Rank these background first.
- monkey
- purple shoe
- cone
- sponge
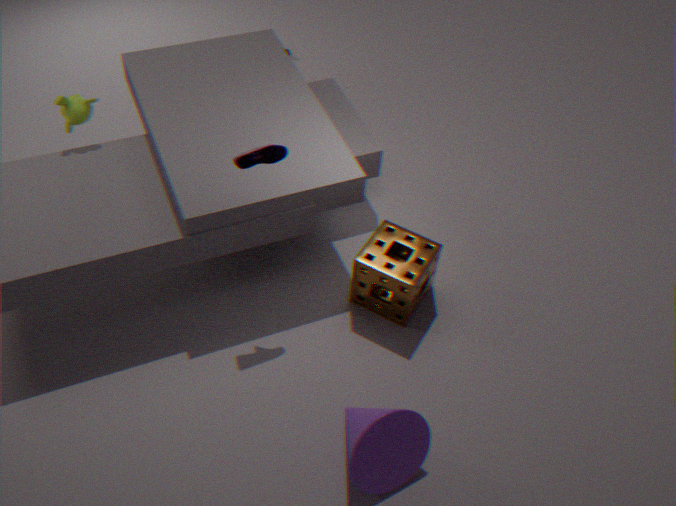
monkey, sponge, purple shoe, cone
